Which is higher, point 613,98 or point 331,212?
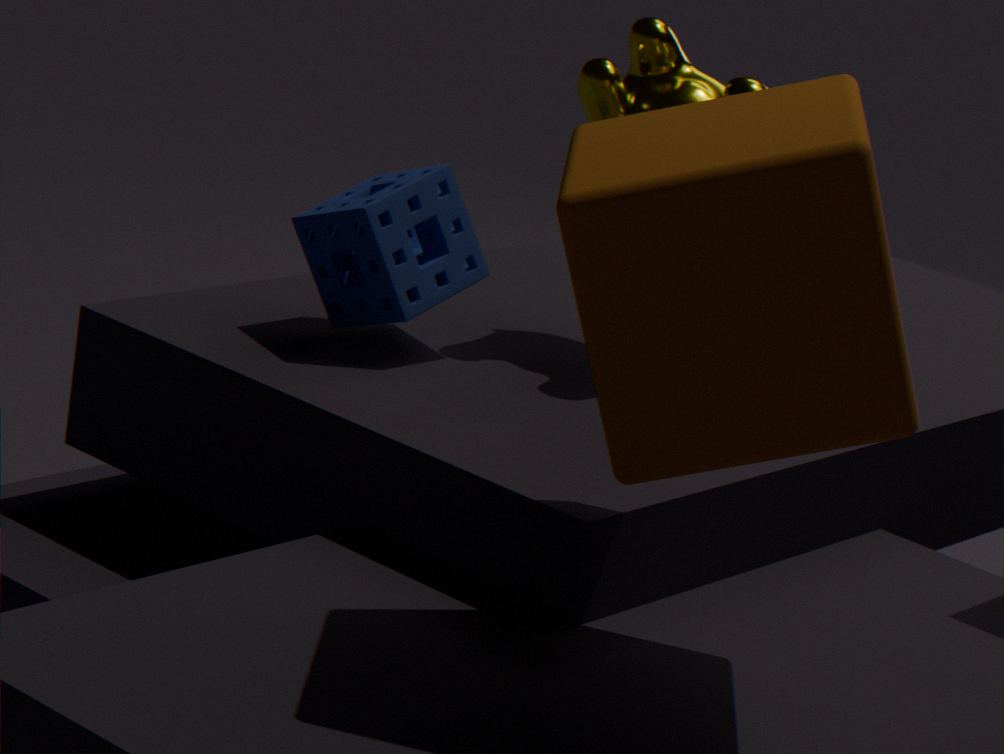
point 613,98
